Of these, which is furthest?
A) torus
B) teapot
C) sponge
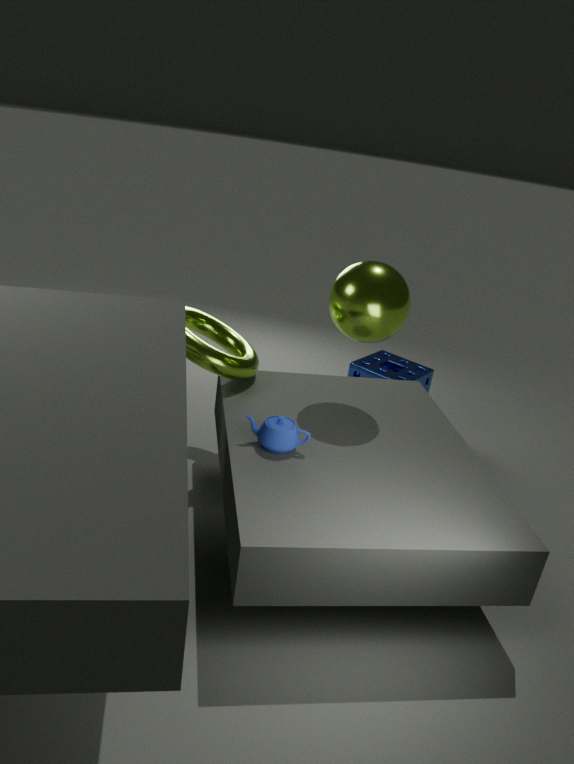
sponge
